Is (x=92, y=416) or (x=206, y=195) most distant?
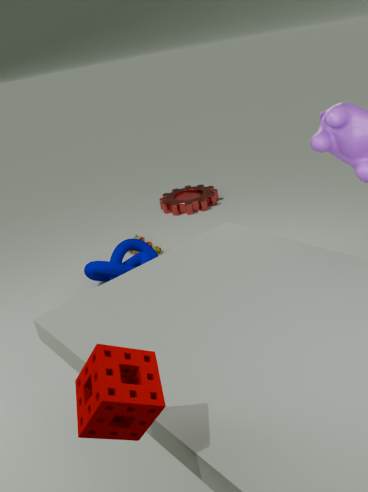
(x=206, y=195)
